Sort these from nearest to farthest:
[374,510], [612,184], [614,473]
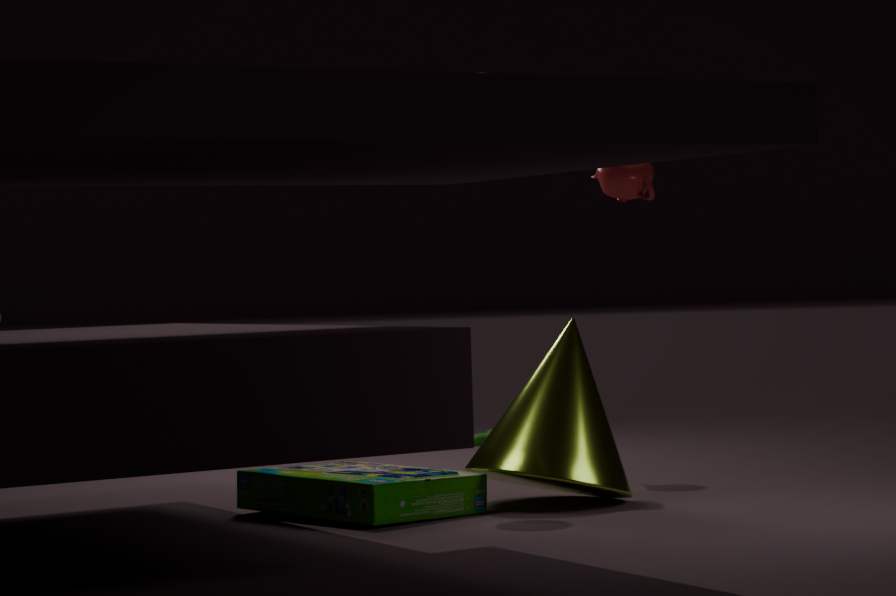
1. [374,510]
2. [614,473]
3. [612,184]
